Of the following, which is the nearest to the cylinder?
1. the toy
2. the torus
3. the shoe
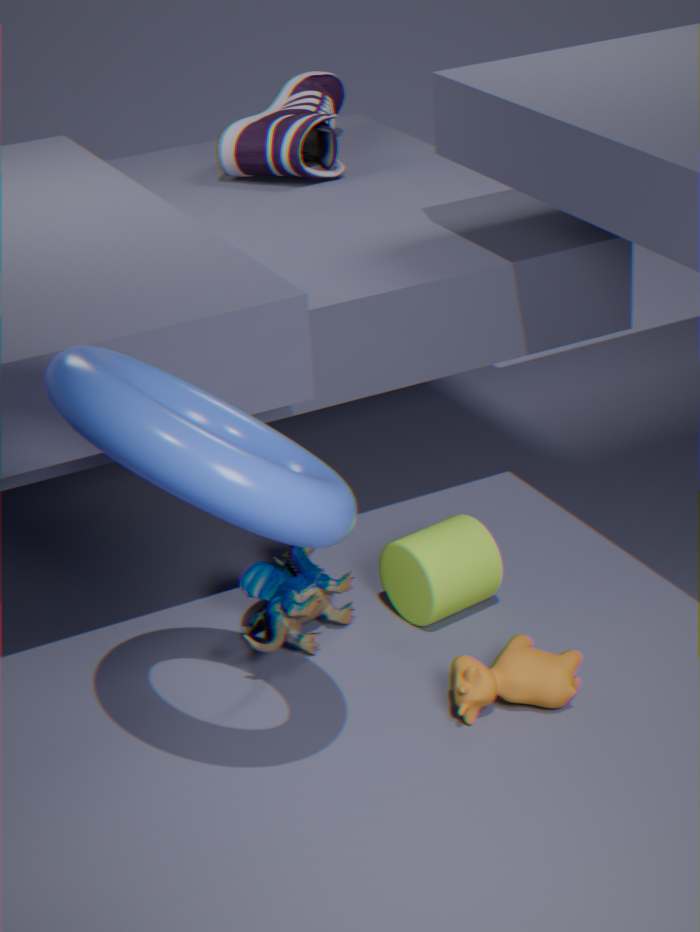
the toy
